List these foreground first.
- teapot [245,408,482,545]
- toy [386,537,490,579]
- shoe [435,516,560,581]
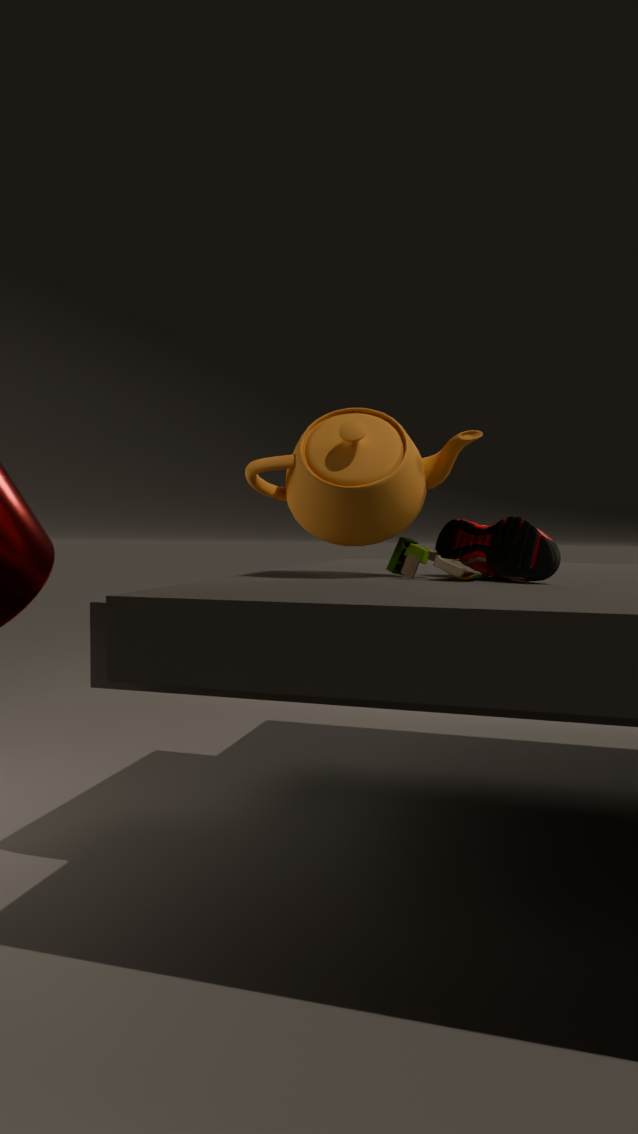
shoe [435,516,560,581]
toy [386,537,490,579]
teapot [245,408,482,545]
